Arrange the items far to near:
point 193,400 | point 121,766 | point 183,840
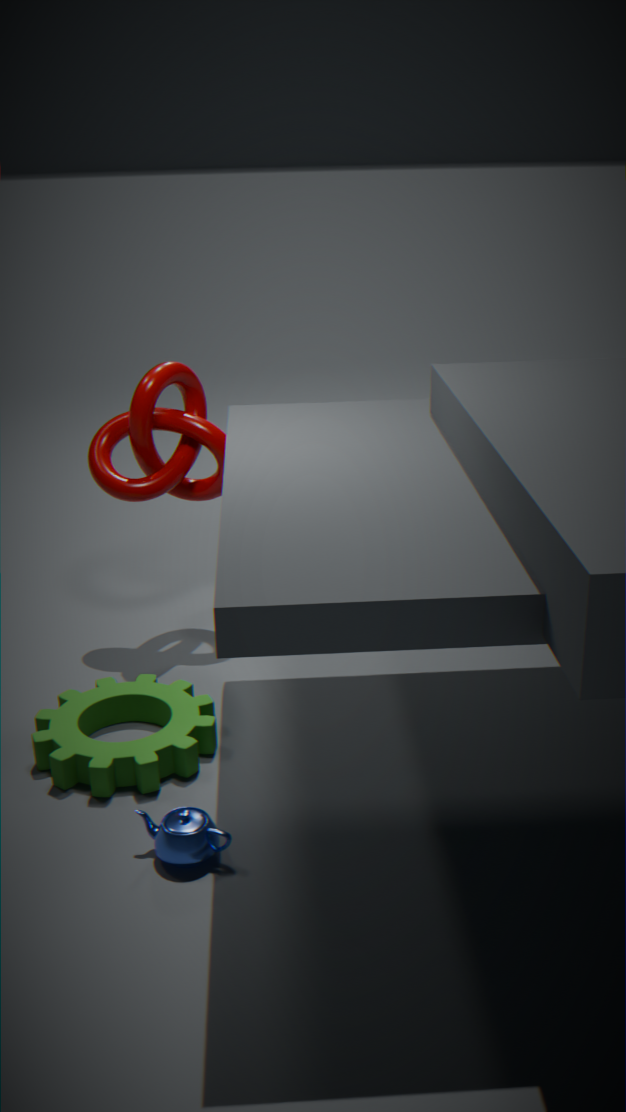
point 193,400
point 121,766
point 183,840
